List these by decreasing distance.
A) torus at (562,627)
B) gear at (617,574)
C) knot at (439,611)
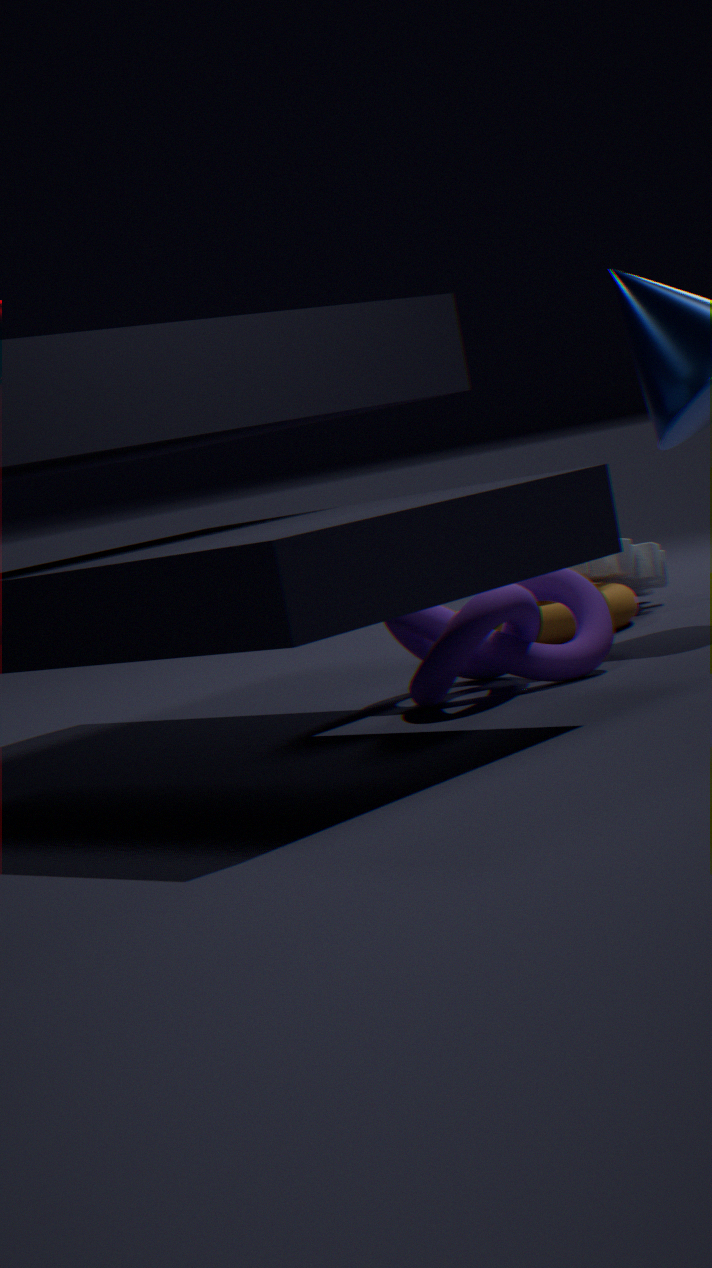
gear at (617,574) < torus at (562,627) < knot at (439,611)
